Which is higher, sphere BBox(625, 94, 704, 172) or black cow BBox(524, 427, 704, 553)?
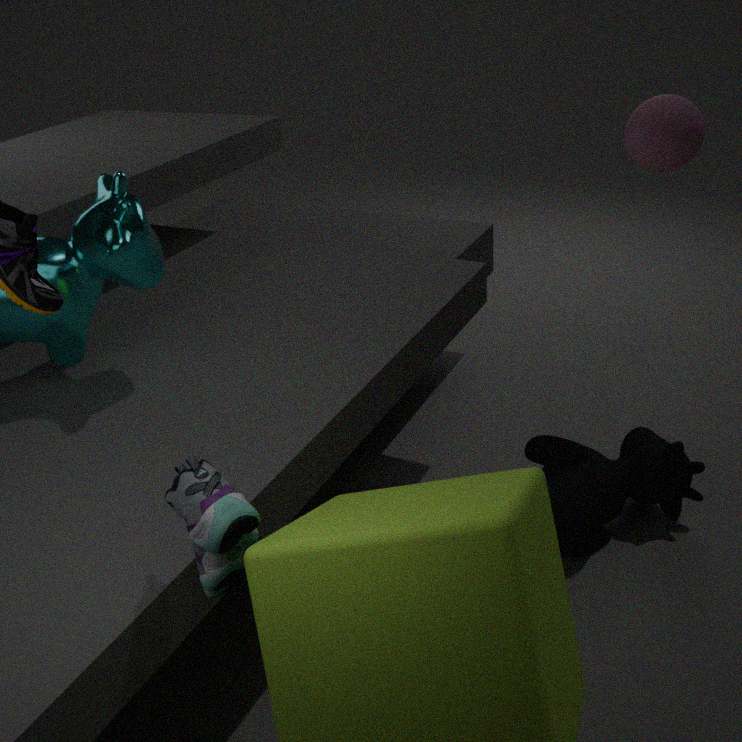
sphere BBox(625, 94, 704, 172)
